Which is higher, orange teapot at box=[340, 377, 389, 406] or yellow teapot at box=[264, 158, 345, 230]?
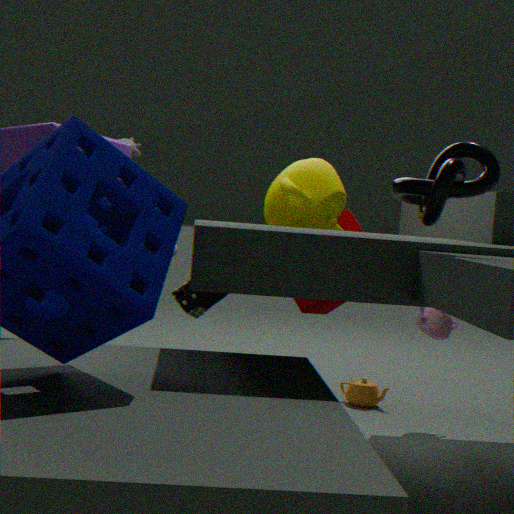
yellow teapot at box=[264, 158, 345, 230]
